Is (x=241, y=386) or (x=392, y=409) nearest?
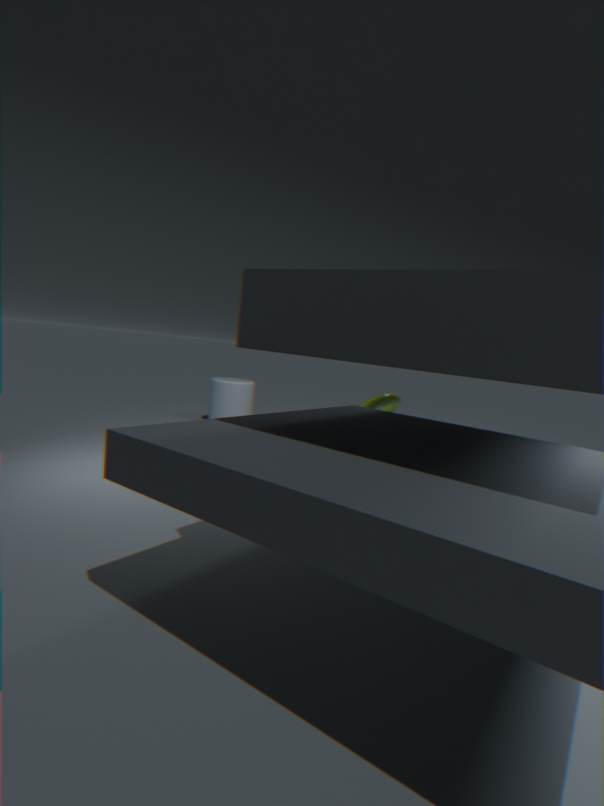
(x=392, y=409)
